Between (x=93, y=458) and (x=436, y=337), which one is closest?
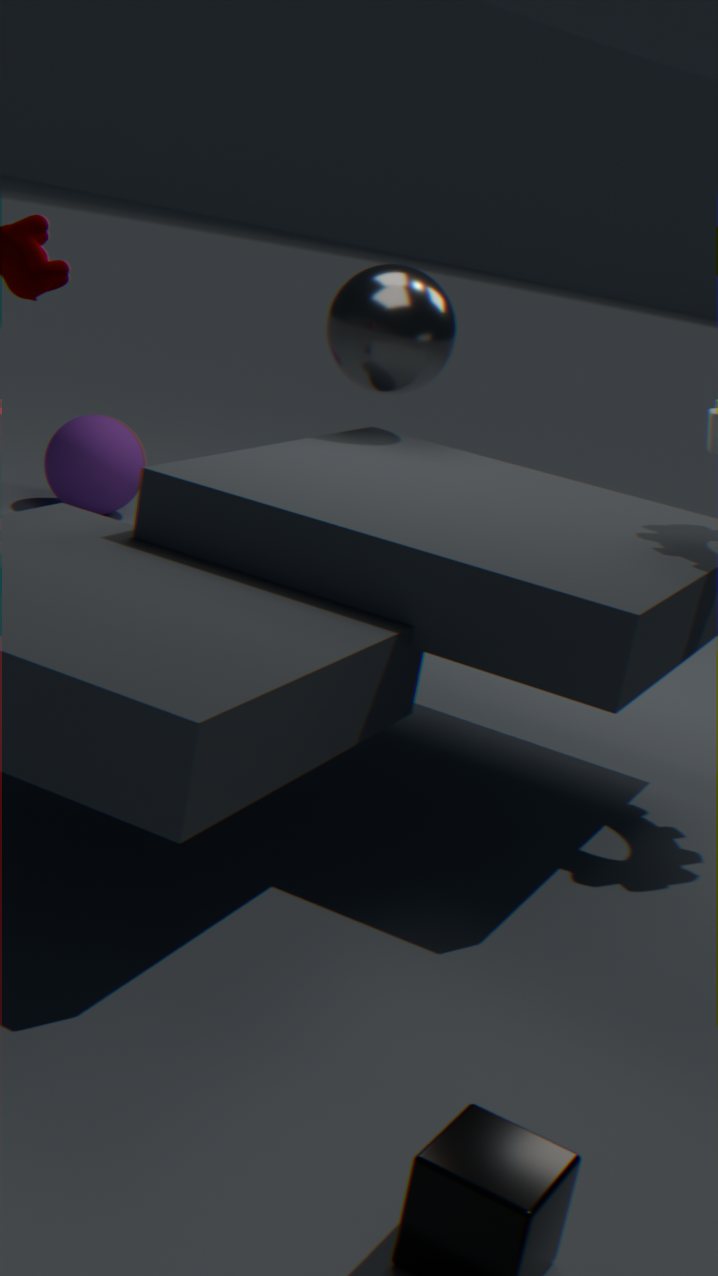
(x=436, y=337)
